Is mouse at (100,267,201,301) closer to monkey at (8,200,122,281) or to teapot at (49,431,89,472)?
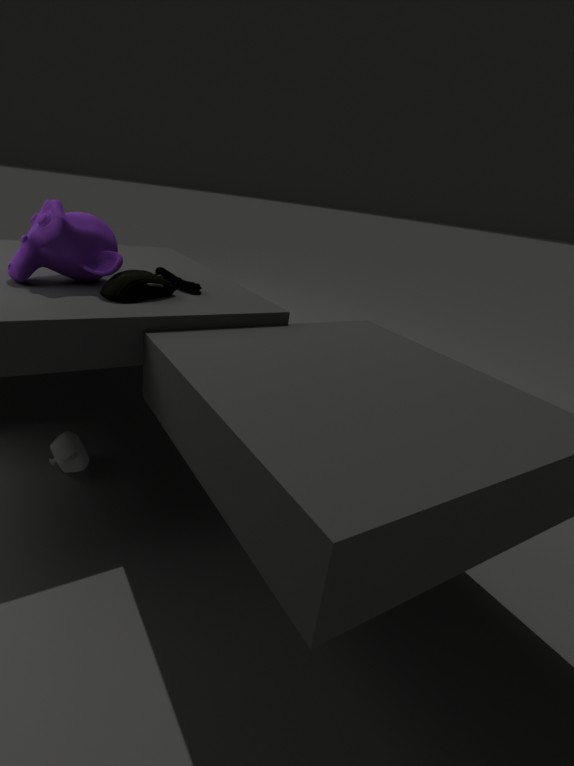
monkey at (8,200,122,281)
